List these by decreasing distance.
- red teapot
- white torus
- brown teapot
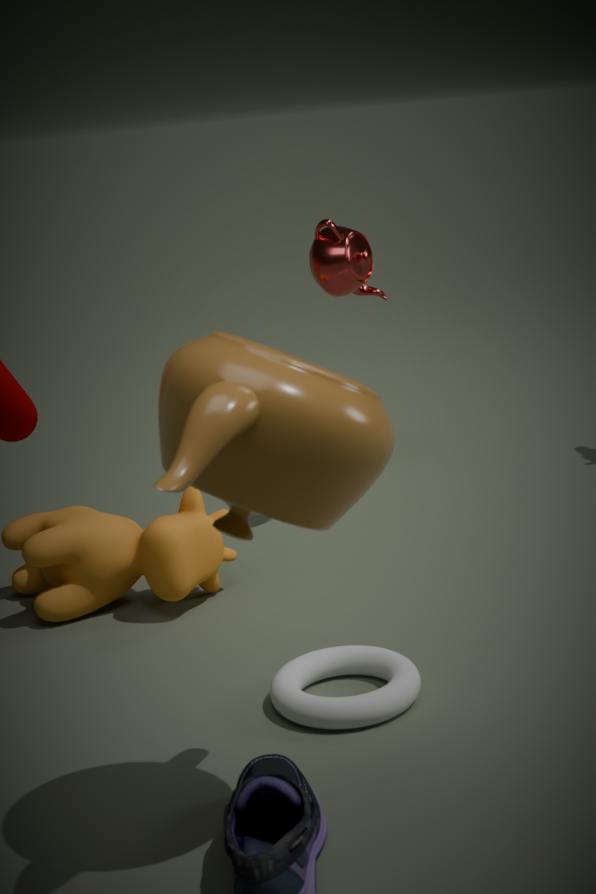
1. red teapot
2. white torus
3. brown teapot
